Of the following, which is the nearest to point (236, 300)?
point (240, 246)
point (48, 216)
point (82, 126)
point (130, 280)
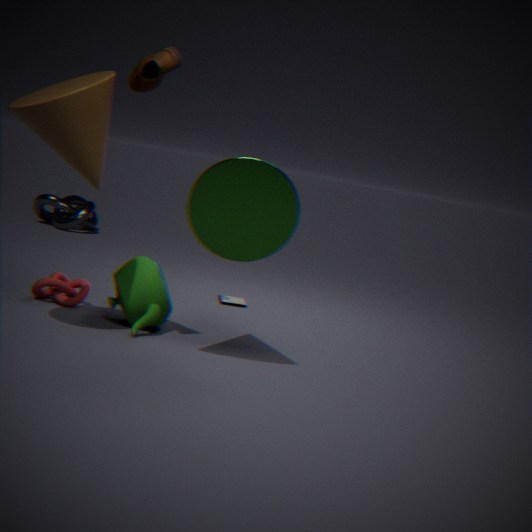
point (130, 280)
